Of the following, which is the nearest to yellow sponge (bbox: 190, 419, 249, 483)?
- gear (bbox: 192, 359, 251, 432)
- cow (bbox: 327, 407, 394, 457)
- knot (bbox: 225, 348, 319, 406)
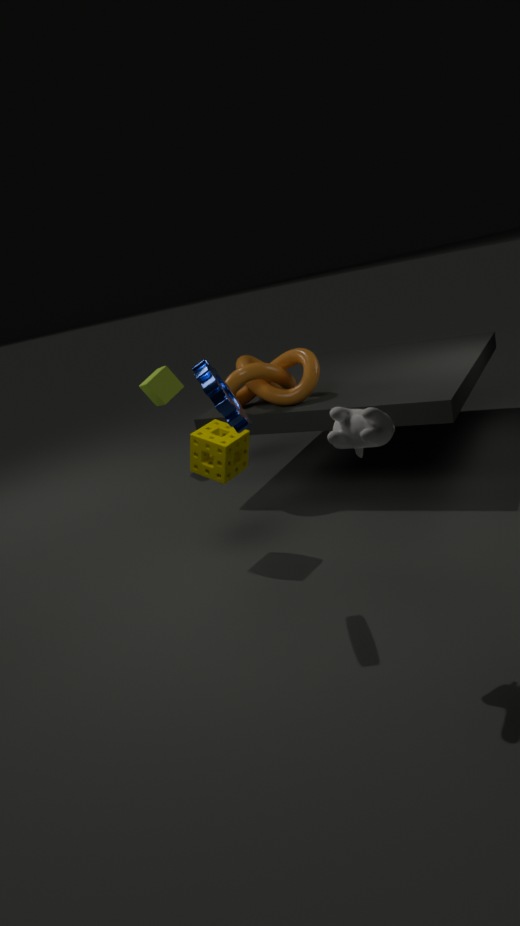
gear (bbox: 192, 359, 251, 432)
